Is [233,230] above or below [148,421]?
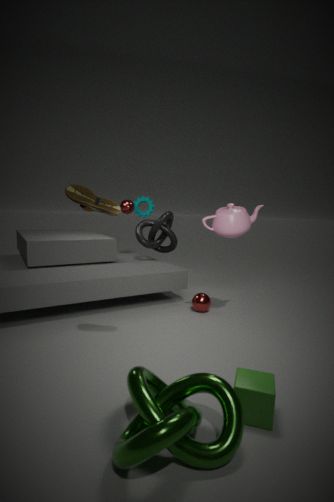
above
